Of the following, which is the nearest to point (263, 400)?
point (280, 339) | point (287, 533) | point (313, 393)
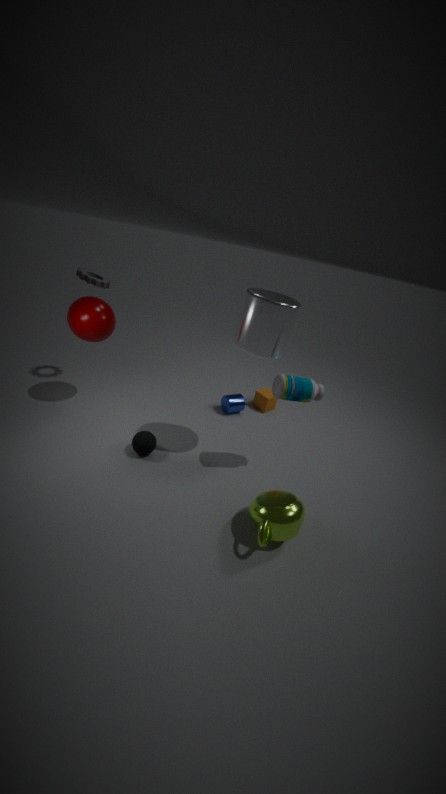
point (313, 393)
